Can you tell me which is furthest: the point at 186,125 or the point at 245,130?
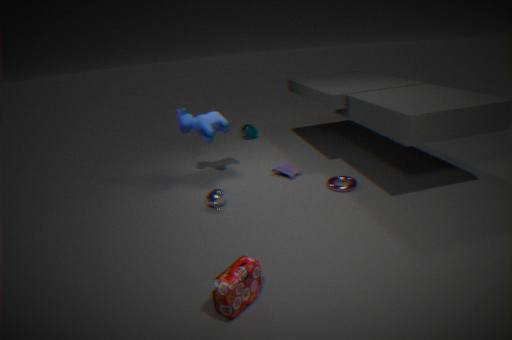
the point at 245,130
